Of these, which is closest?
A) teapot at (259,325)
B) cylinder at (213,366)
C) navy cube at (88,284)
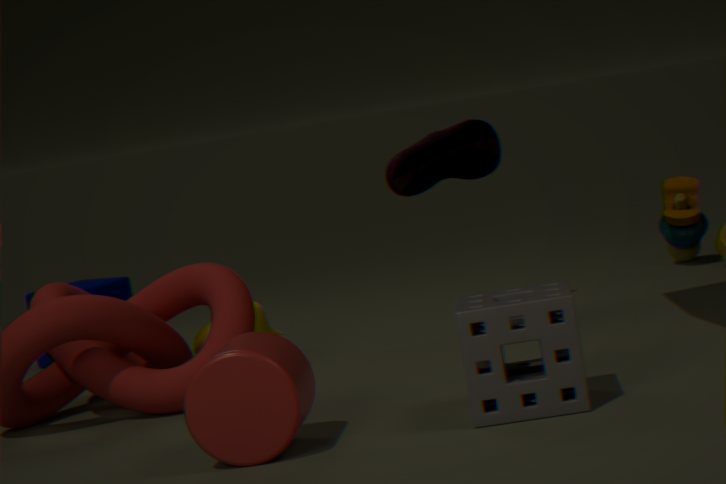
cylinder at (213,366)
